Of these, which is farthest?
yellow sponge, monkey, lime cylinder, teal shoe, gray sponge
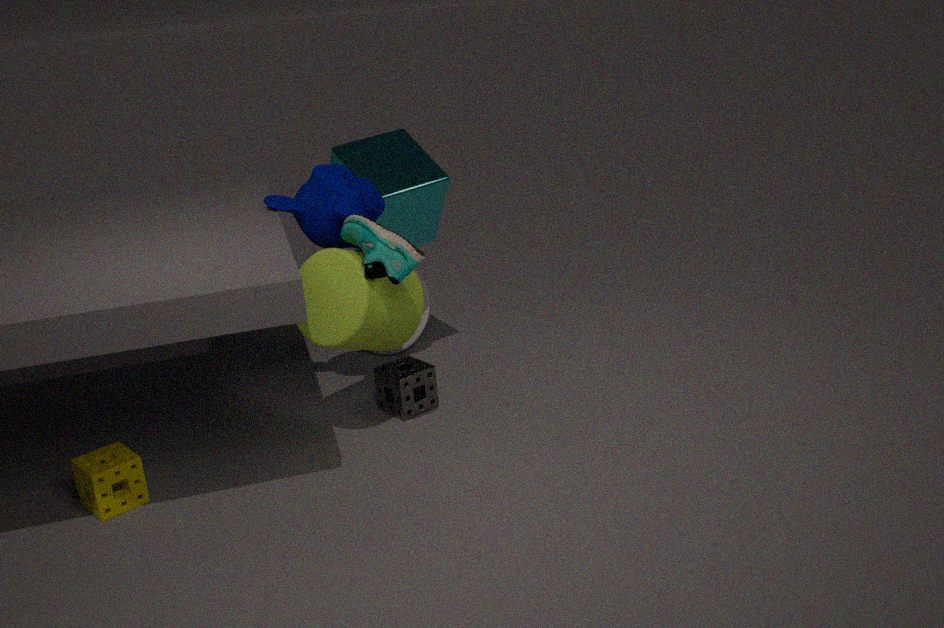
gray sponge
